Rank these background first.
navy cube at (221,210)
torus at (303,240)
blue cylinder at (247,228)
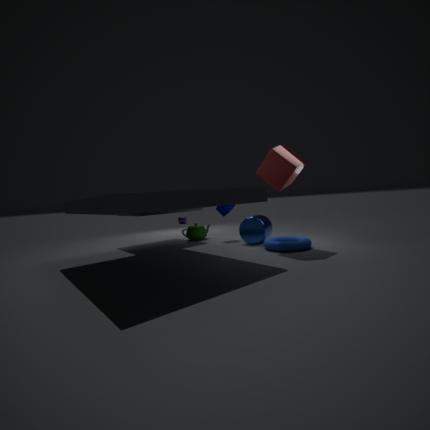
navy cube at (221,210) < blue cylinder at (247,228) < torus at (303,240)
